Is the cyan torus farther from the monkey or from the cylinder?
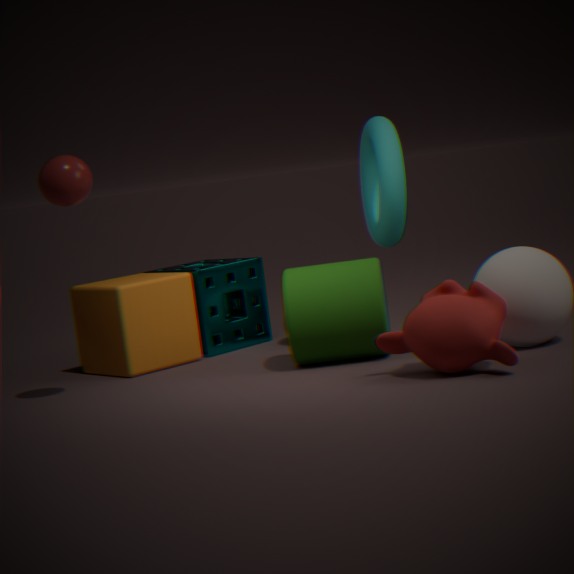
the monkey
